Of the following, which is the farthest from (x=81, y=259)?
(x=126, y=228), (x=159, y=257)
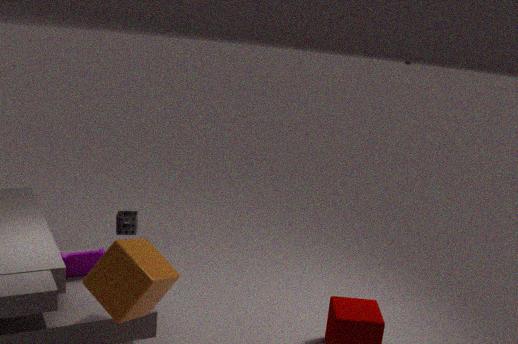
(x=126, y=228)
